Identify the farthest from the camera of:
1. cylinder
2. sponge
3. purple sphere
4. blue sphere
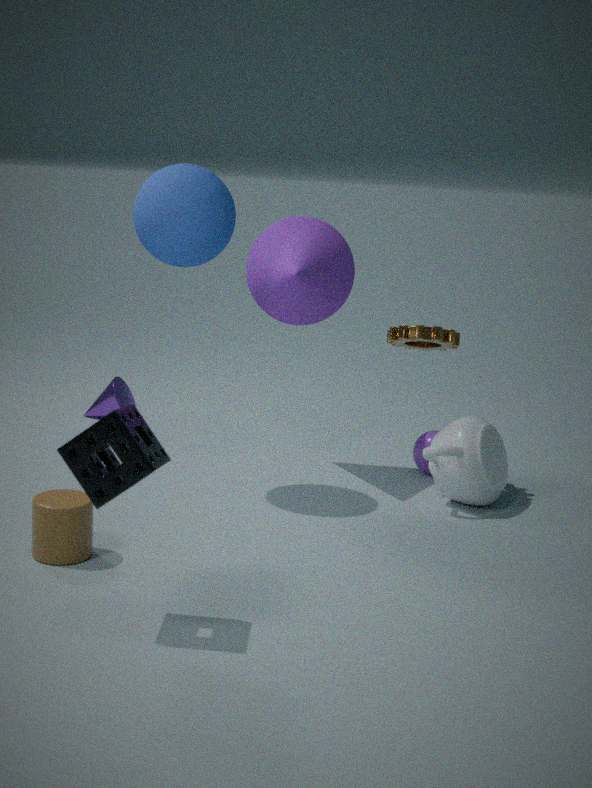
purple sphere
